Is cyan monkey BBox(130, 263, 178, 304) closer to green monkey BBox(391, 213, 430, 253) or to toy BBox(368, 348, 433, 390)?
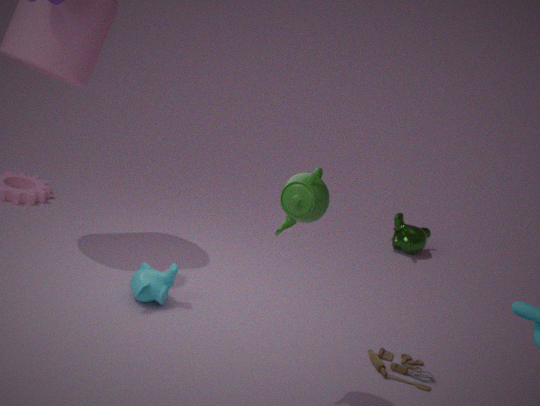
toy BBox(368, 348, 433, 390)
